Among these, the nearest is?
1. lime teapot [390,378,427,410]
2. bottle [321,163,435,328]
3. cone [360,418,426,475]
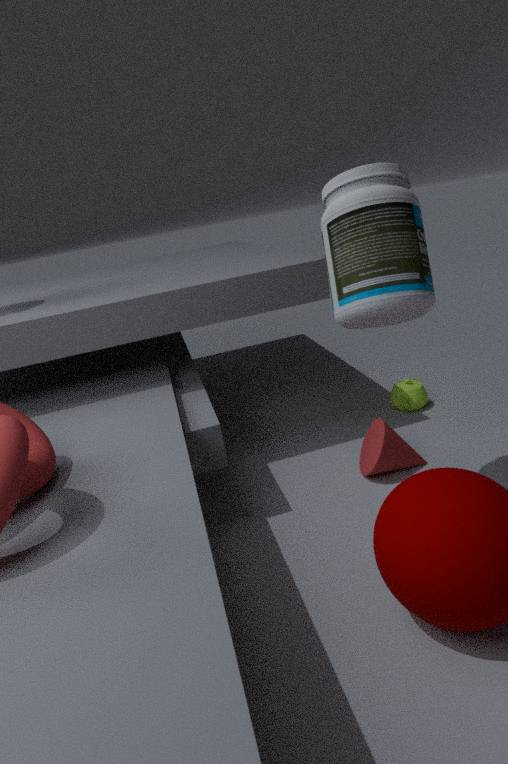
bottle [321,163,435,328]
